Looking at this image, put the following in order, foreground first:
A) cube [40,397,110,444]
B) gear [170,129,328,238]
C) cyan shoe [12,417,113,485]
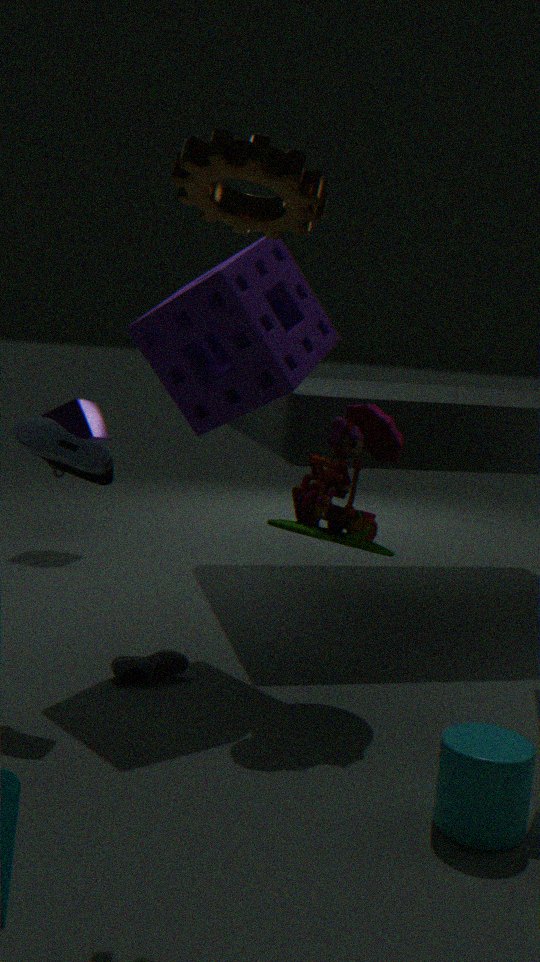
gear [170,129,328,238]
cyan shoe [12,417,113,485]
cube [40,397,110,444]
